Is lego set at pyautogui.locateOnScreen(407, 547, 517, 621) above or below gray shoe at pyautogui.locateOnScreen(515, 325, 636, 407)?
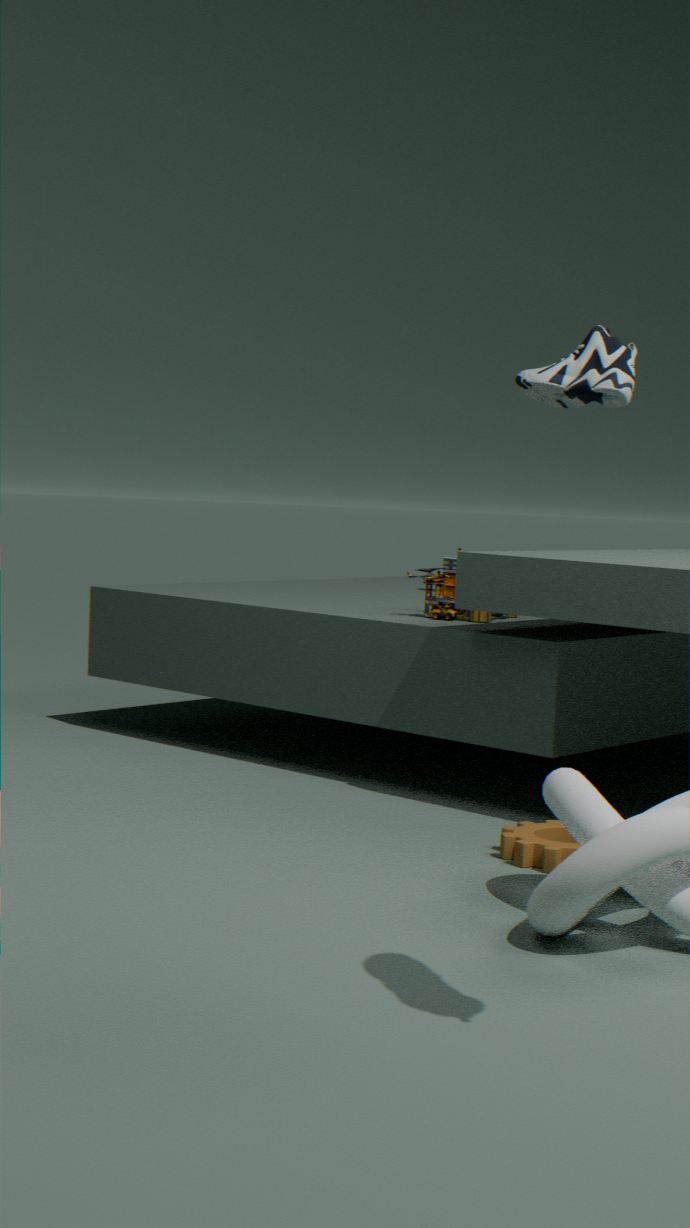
below
